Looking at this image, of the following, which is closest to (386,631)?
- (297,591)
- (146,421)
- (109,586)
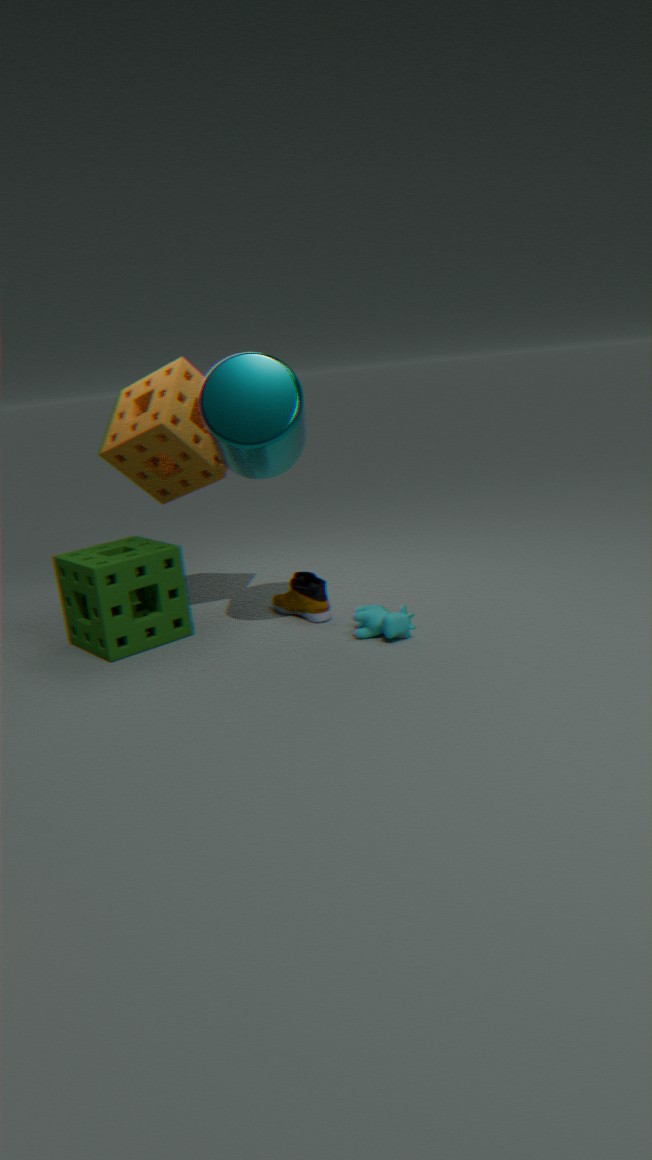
(297,591)
